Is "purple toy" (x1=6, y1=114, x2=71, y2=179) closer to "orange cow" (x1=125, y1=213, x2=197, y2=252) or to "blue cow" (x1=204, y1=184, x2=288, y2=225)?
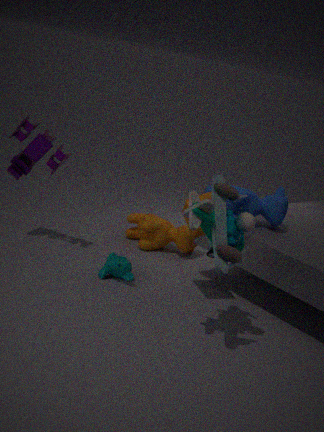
"orange cow" (x1=125, y1=213, x2=197, y2=252)
